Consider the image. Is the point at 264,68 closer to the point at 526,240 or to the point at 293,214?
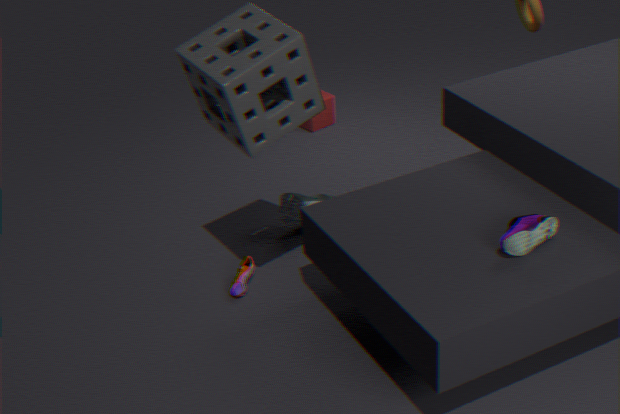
the point at 293,214
